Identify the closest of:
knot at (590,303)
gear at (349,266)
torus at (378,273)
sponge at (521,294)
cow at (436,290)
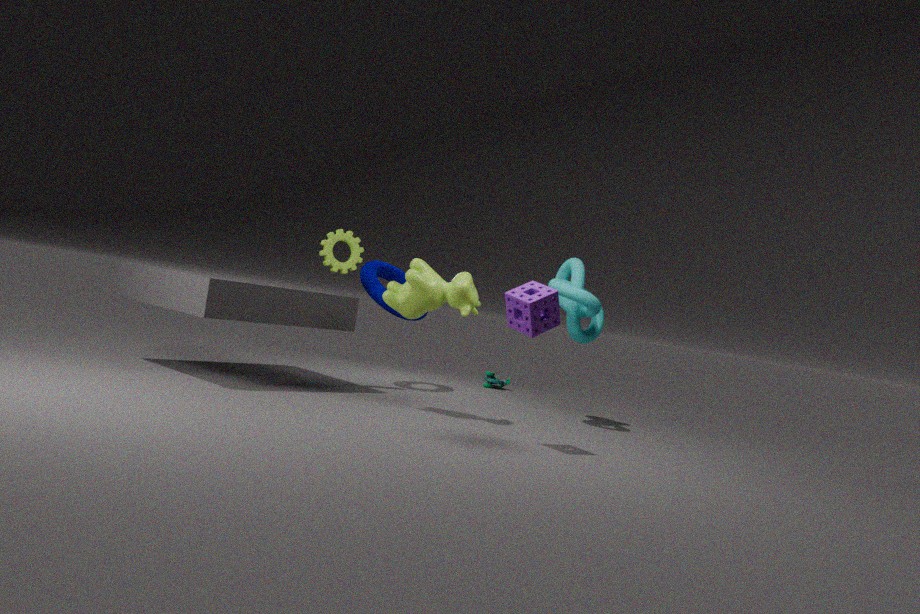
sponge at (521,294)
